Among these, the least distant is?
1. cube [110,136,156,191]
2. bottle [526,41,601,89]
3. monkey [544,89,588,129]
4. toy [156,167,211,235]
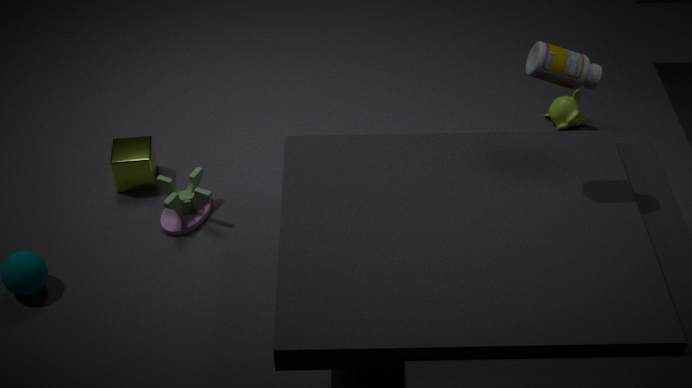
bottle [526,41,601,89]
